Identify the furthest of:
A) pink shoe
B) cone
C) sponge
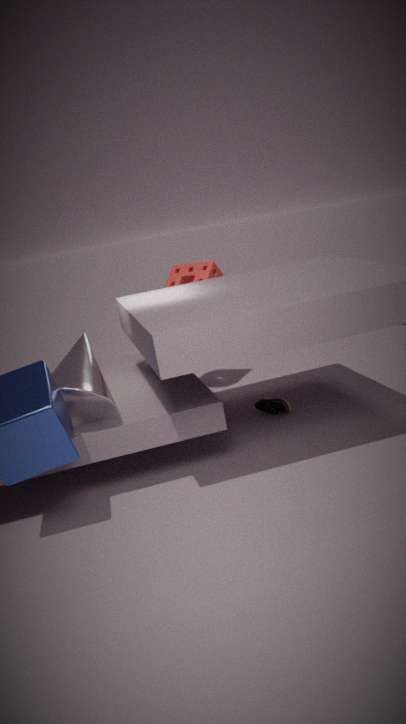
sponge
